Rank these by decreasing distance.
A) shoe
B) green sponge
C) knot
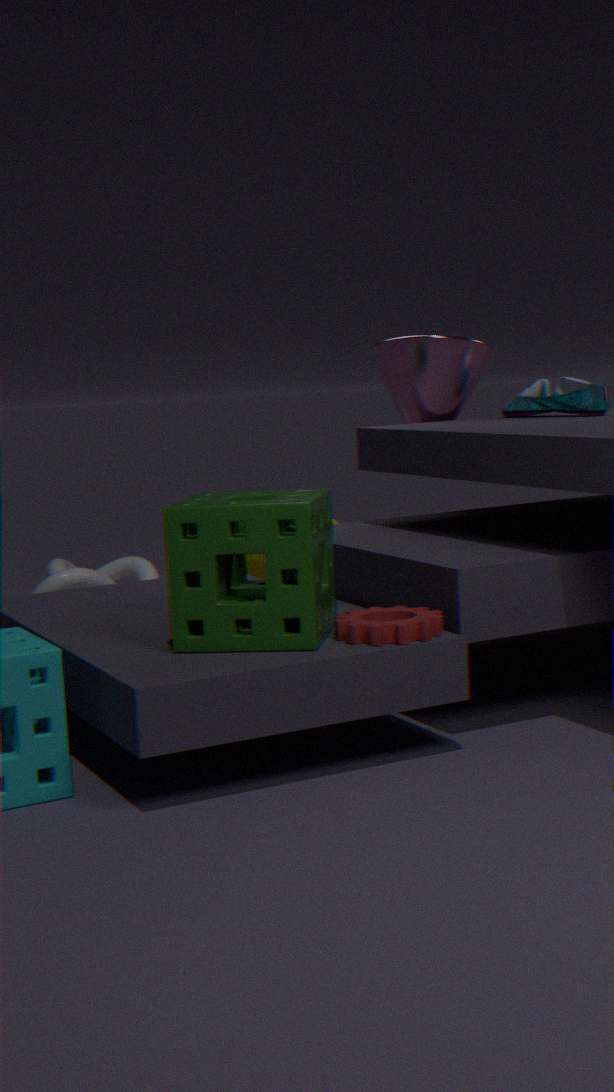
knot → shoe → green sponge
